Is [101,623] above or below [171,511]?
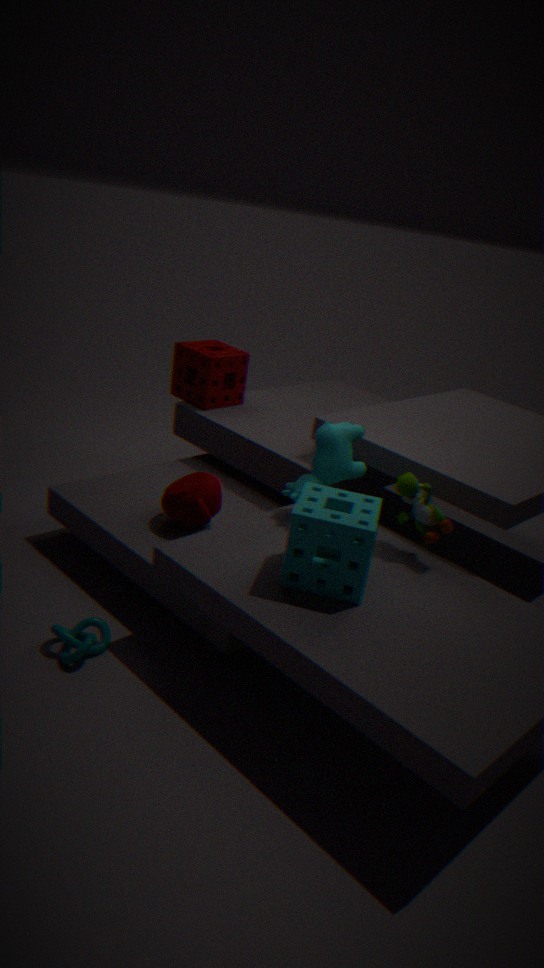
below
